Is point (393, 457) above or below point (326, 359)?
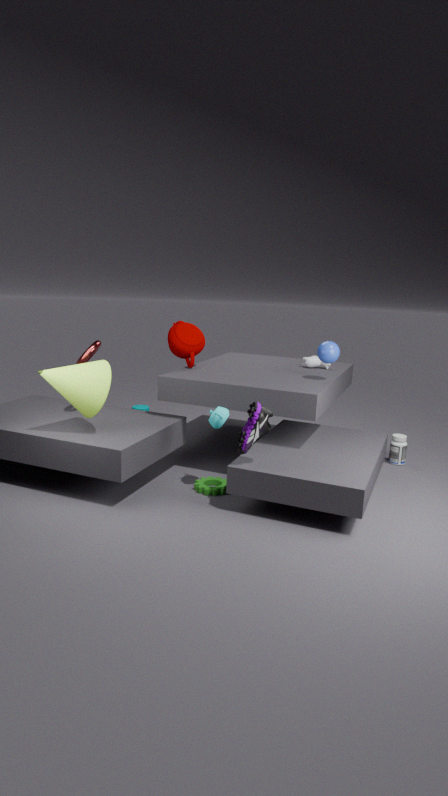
below
